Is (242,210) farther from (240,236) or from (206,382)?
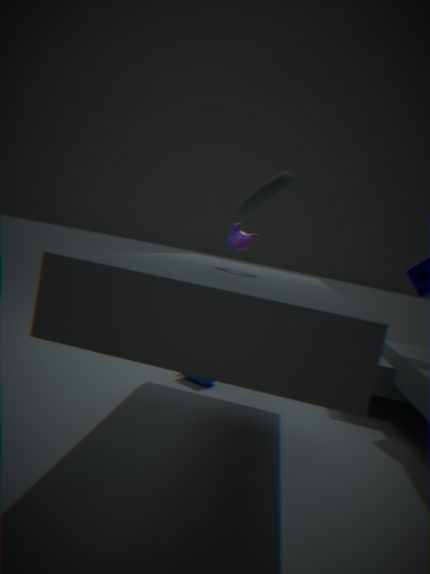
(240,236)
